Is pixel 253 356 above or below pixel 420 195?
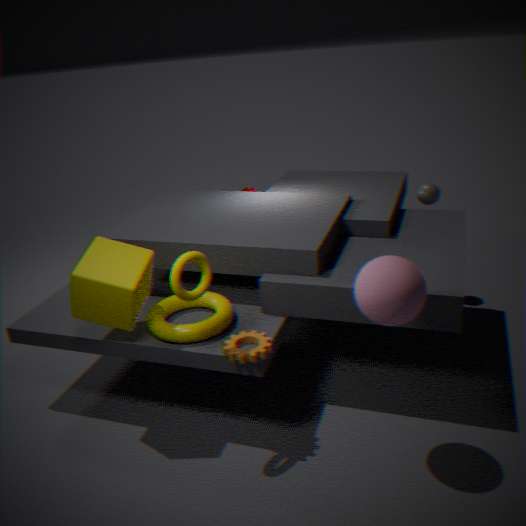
below
